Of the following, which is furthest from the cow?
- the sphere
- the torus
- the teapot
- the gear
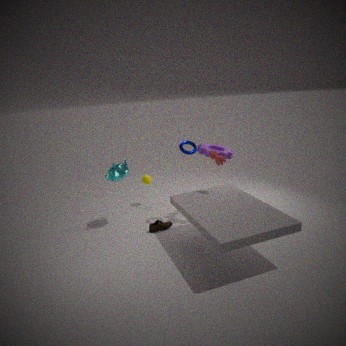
the sphere
